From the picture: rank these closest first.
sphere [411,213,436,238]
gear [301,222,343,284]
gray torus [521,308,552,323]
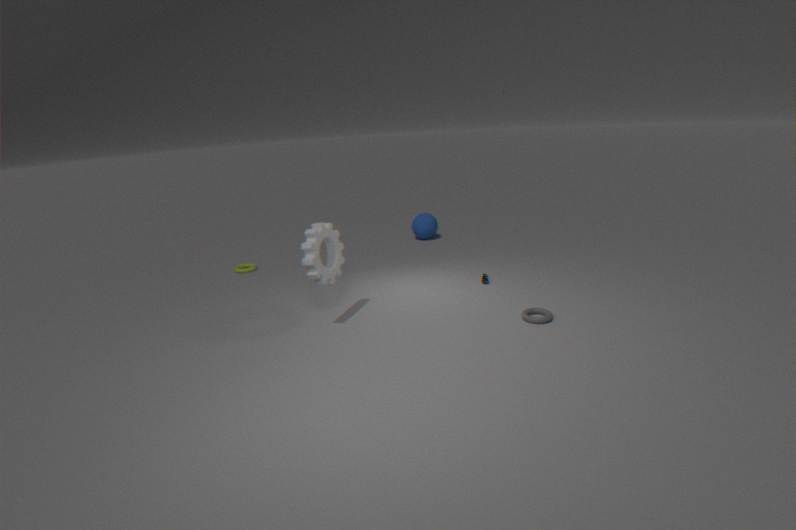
gear [301,222,343,284] → gray torus [521,308,552,323] → sphere [411,213,436,238]
